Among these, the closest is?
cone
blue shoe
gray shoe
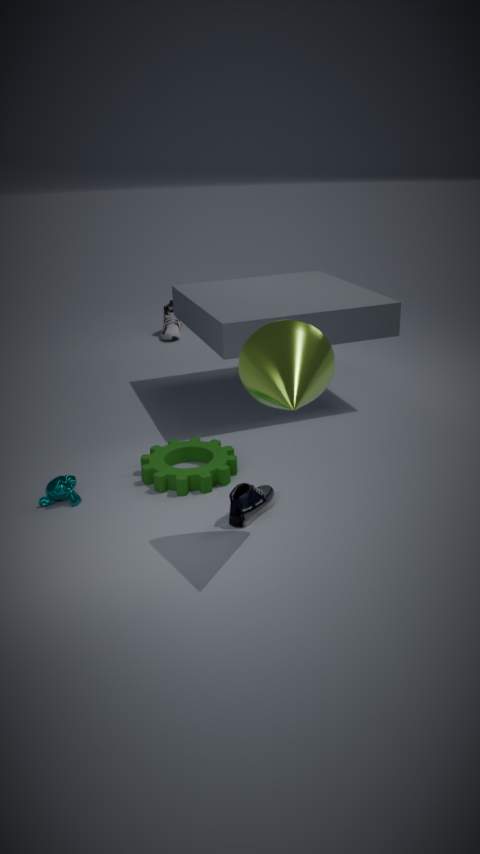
cone
